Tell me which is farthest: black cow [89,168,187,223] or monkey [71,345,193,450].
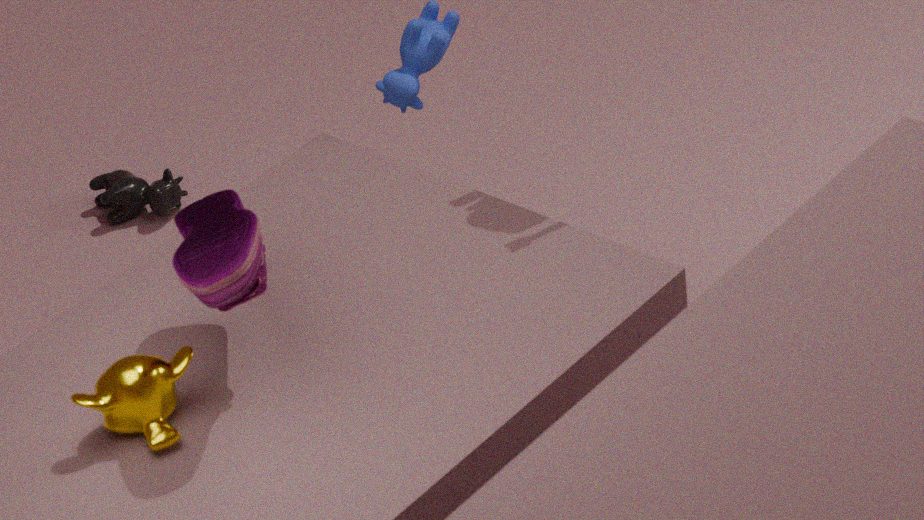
black cow [89,168,187,223]
